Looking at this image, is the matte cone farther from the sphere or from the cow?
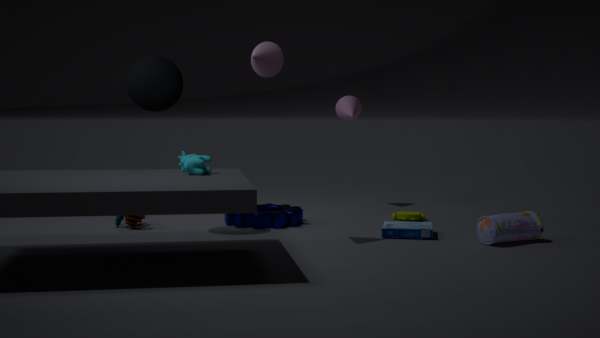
the cow
